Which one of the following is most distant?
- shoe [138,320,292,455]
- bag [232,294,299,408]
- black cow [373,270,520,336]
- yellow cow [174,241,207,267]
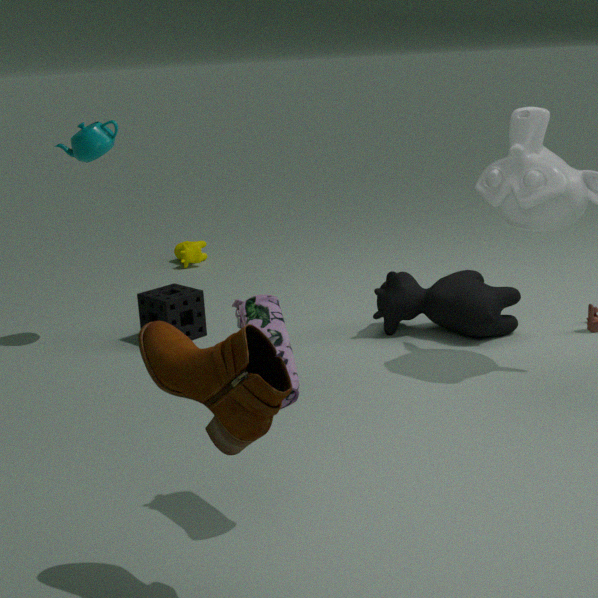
yellow cow [174,241,207,267]
